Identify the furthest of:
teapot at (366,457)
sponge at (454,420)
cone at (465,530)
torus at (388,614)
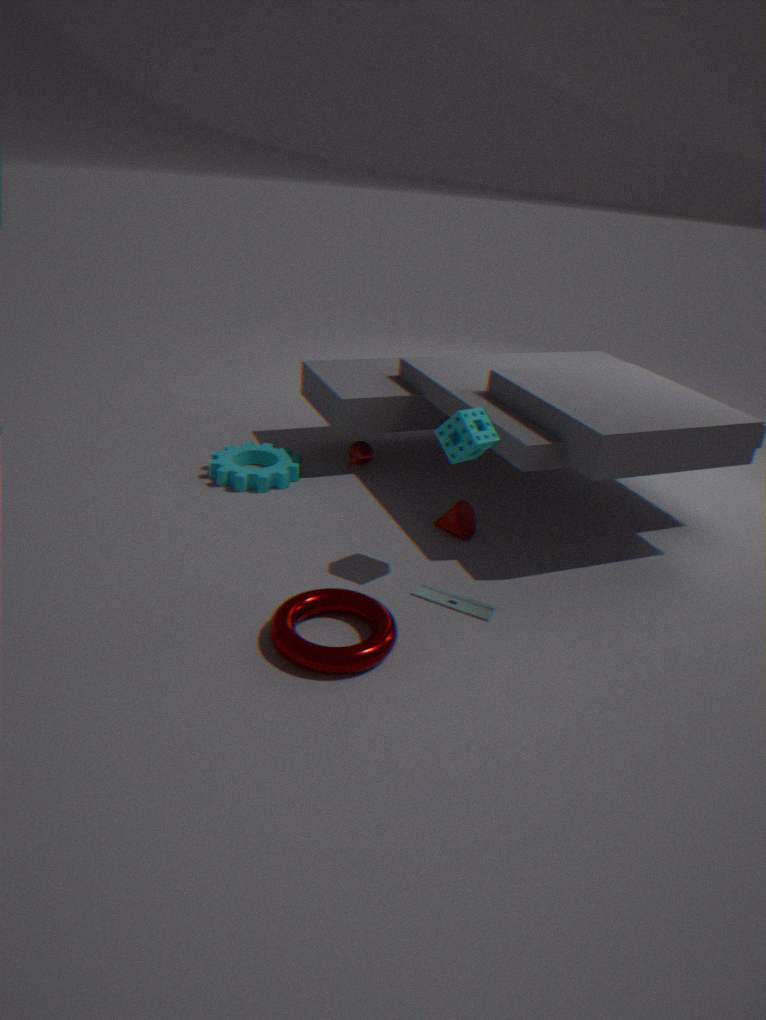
teapot at (366,457)
